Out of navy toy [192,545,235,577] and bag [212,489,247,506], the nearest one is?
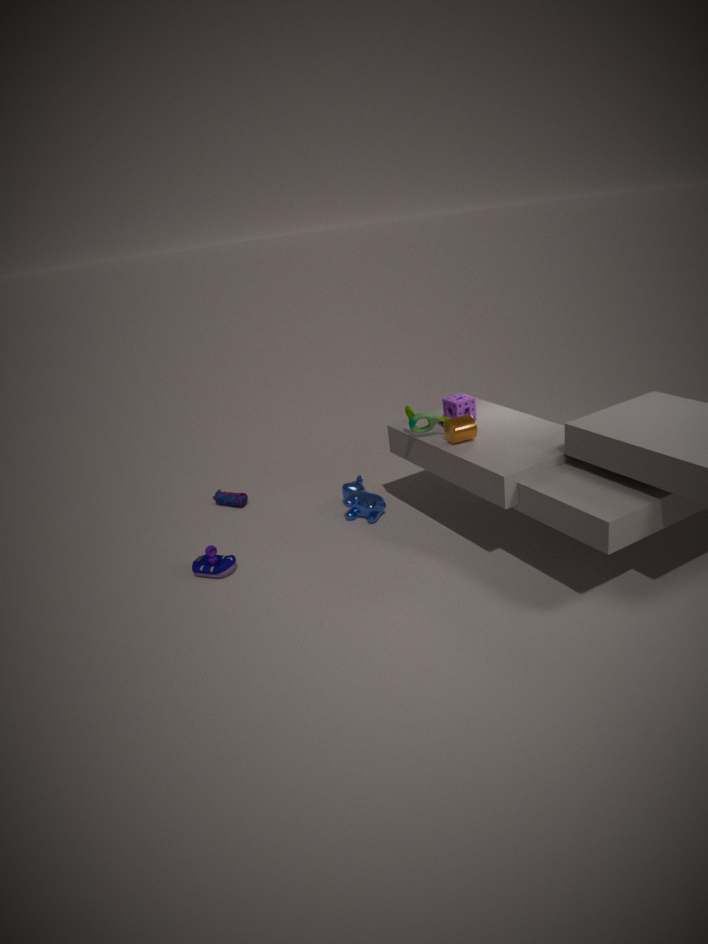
navy toy [192,545,235,577]
